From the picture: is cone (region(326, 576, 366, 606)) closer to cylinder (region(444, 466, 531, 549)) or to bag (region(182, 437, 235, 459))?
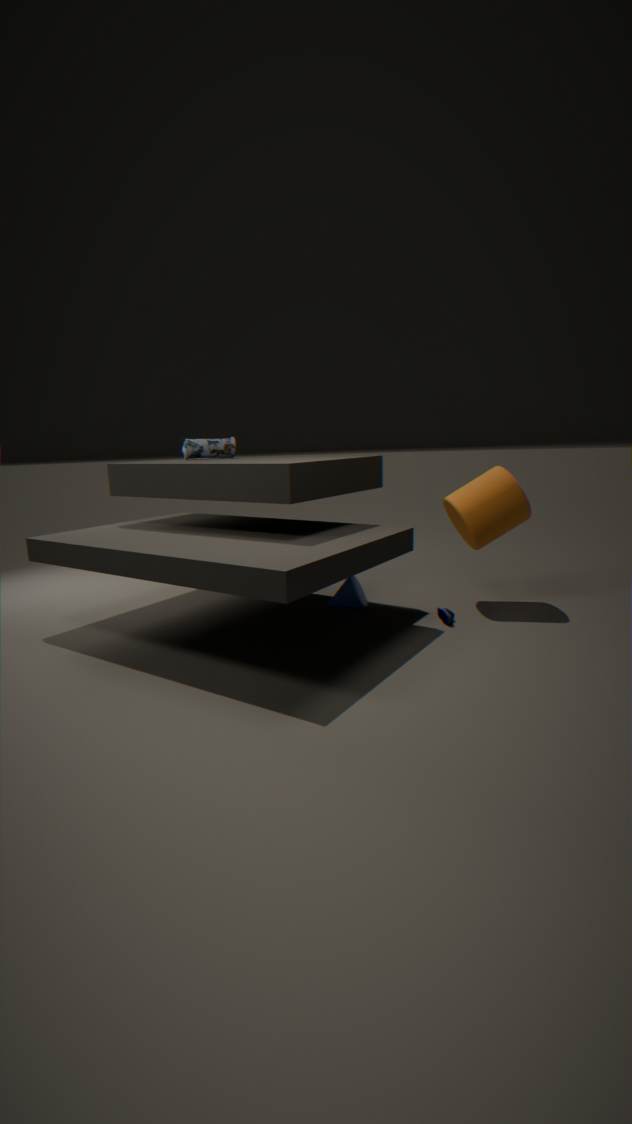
cylinder (region(444, 466, 531, 549))
